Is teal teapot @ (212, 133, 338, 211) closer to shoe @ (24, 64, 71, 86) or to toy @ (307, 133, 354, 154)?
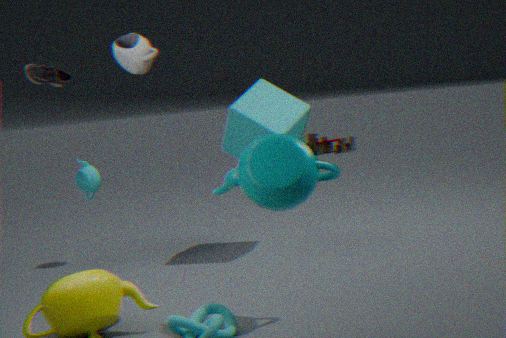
shoe @ (24, 64, 71, 86)
